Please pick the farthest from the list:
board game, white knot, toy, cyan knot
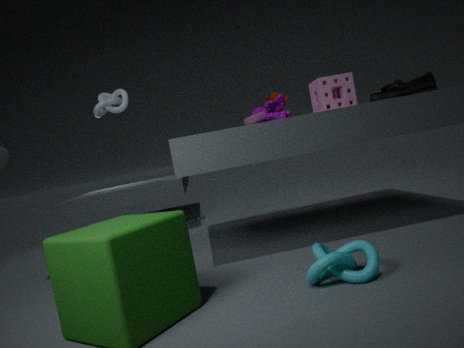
board game
